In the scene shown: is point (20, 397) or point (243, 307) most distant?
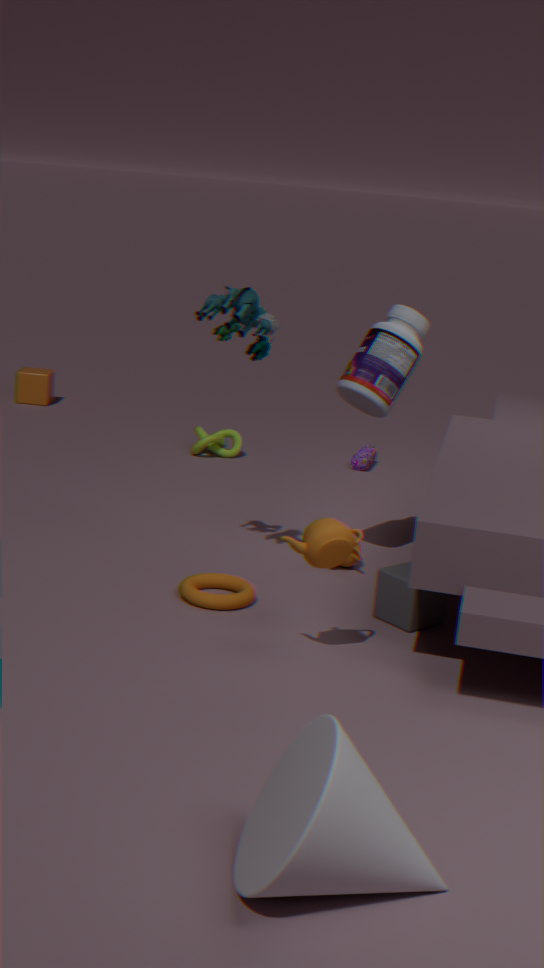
point (20, 397)
